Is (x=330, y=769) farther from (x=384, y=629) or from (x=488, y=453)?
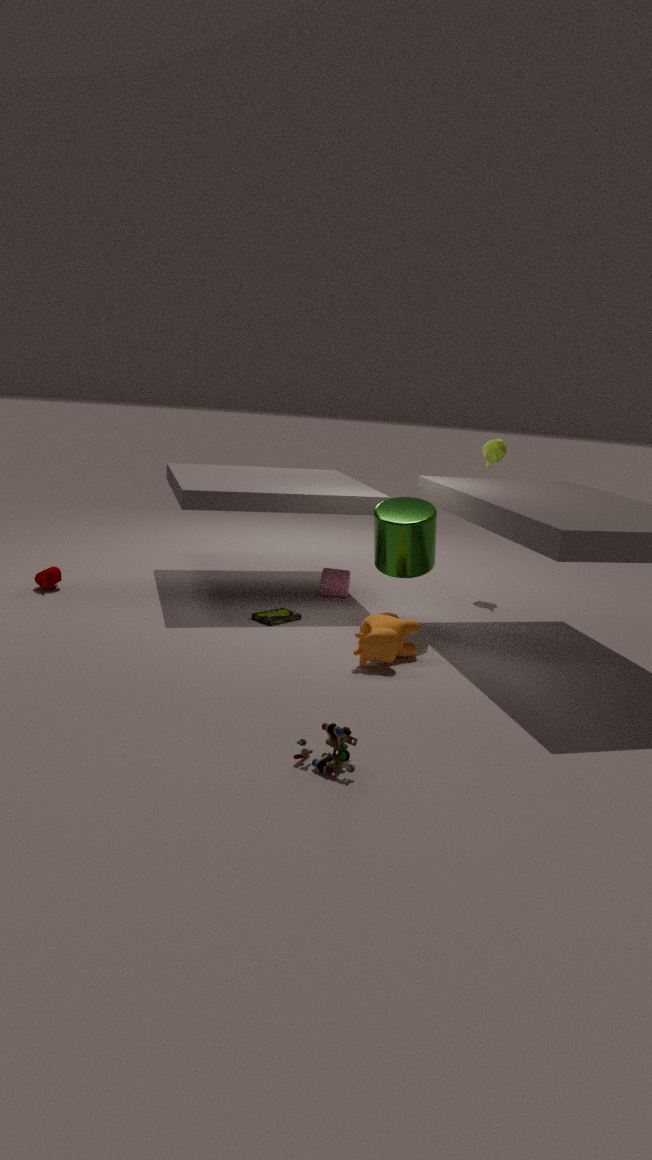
(x=488, y=453)
